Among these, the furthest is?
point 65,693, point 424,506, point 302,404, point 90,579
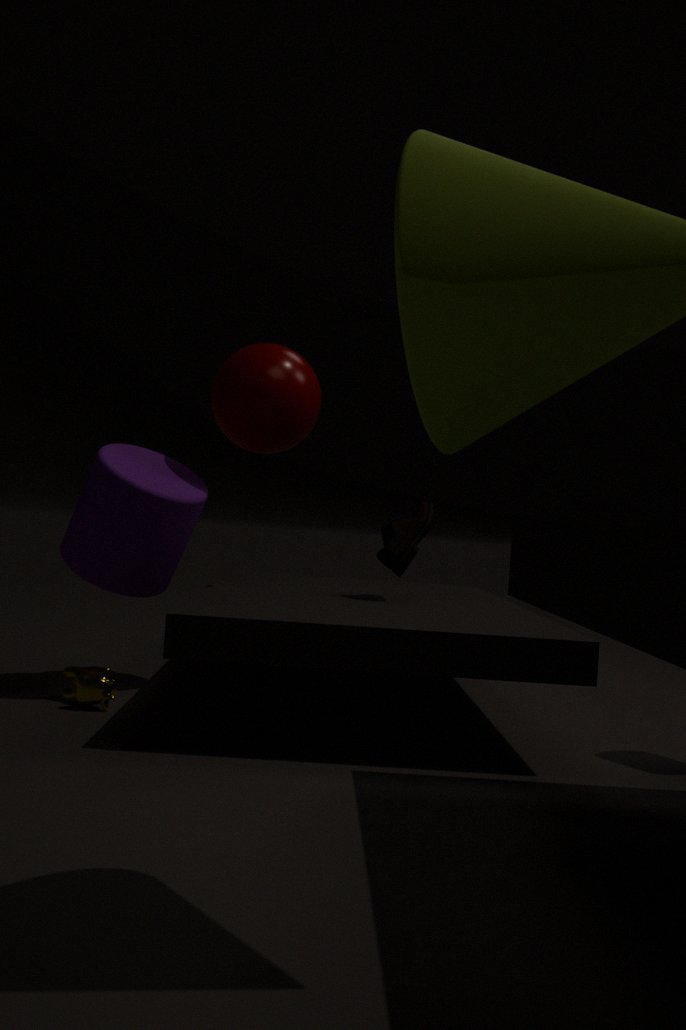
point 424,506
